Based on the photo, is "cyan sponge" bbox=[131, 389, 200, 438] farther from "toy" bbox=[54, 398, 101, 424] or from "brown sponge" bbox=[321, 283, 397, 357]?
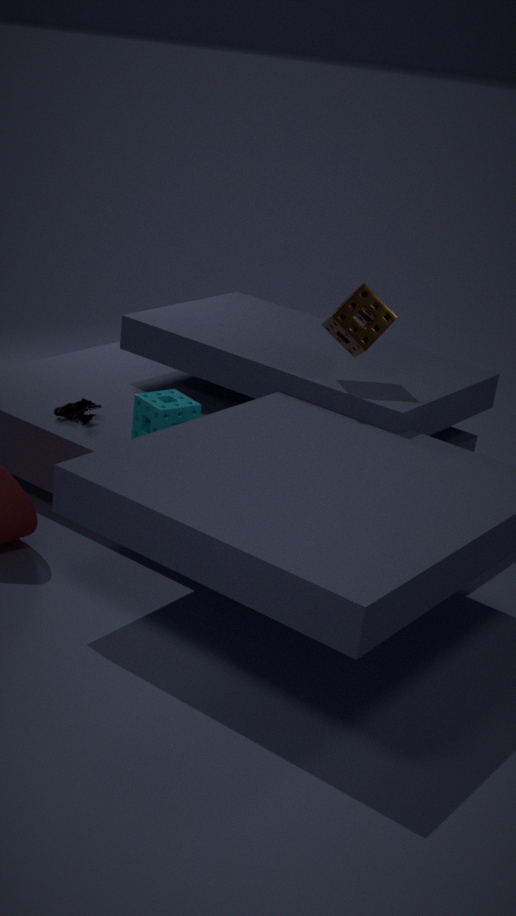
"brown sponge" bbox=[321, 283, 397, 357]
